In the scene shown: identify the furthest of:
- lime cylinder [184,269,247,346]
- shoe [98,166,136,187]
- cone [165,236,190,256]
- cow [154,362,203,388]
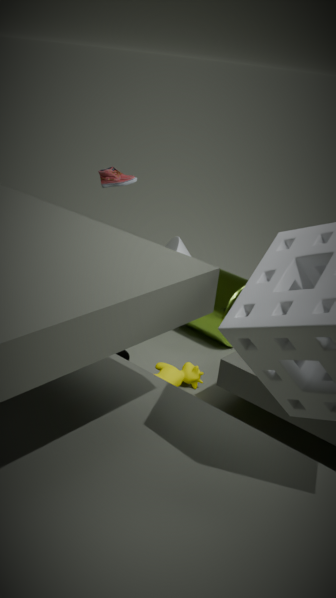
cone [165,236,190,256]
